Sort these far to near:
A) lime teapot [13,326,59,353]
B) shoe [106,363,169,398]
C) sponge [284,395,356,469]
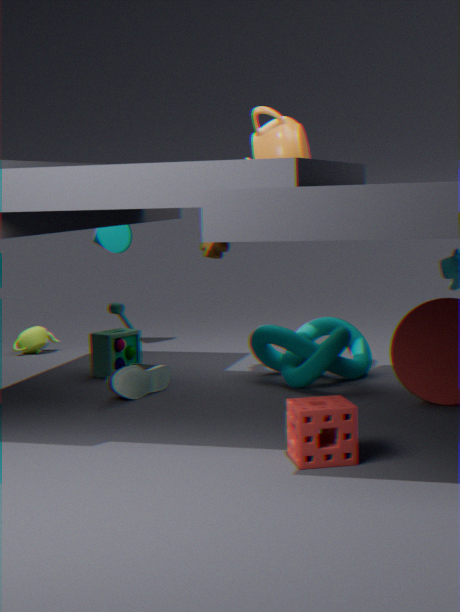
1. lime teapot [13,326,59,353]
2. shoe [106,363,169,398]
3. sponge [284,395,356,469]
